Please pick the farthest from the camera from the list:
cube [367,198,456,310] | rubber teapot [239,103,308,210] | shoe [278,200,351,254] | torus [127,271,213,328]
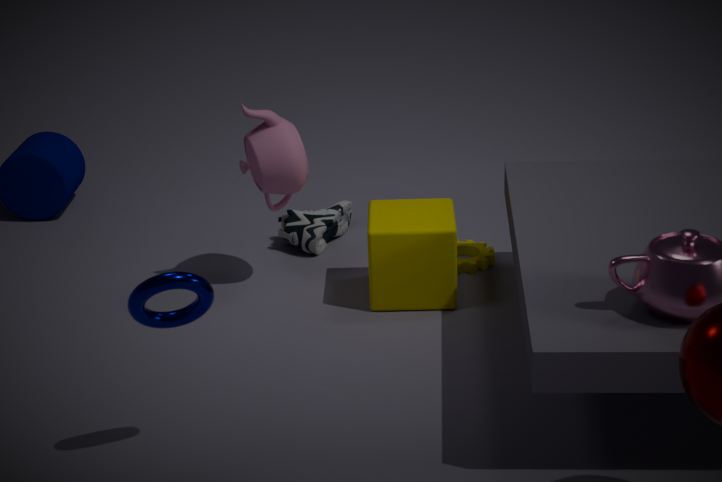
shoe [278,200,351,254]
